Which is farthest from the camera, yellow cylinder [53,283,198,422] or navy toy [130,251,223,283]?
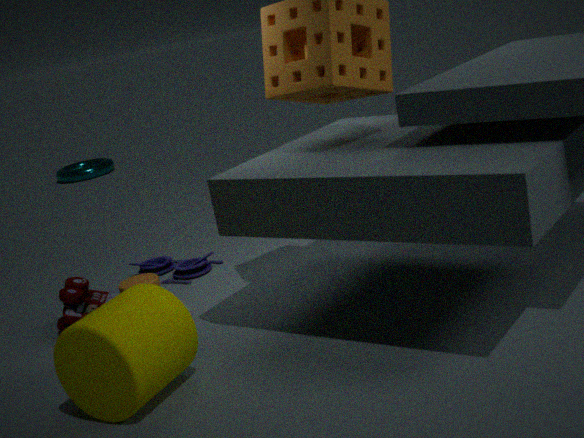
navy toy [130,251,223,283]
